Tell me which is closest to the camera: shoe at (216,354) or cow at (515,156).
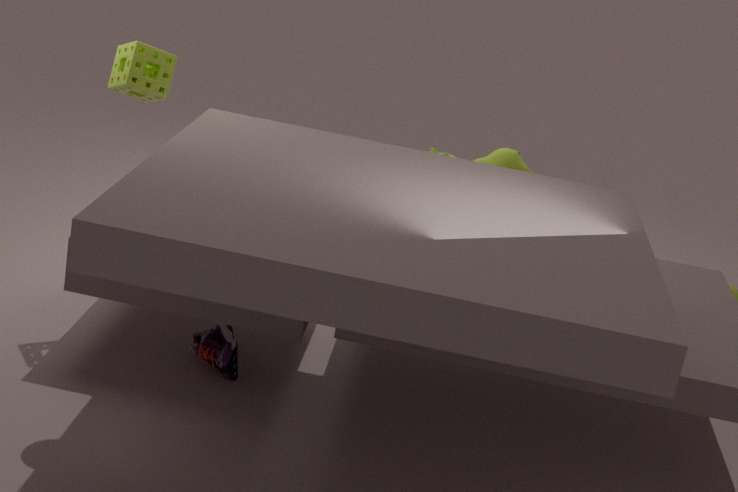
shoe at (216,354)
